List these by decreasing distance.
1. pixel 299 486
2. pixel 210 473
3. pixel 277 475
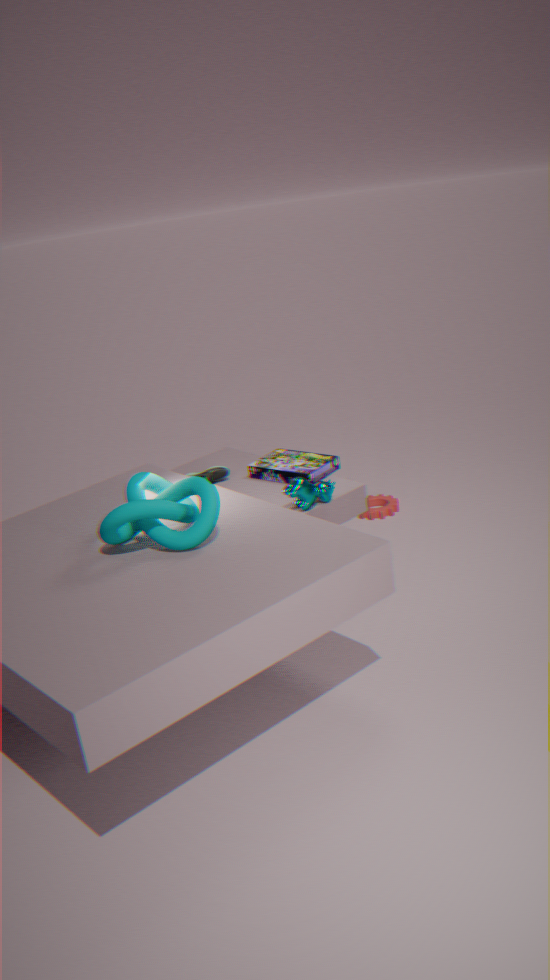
pixel 210 473 < pixel 277 475 < pixel 299 486
